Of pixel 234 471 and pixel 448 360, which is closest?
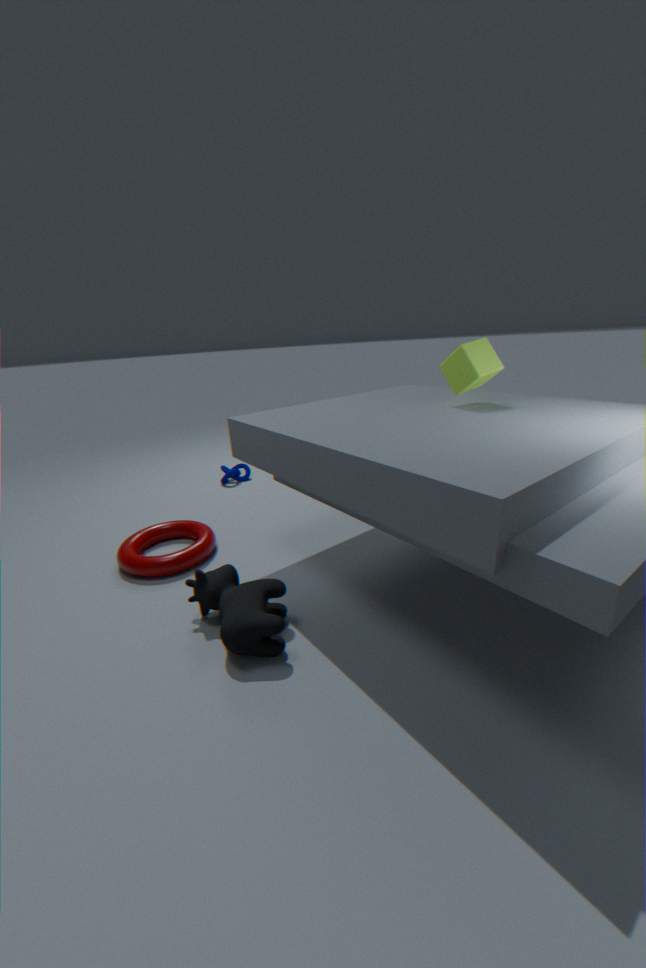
pixel 448 360
